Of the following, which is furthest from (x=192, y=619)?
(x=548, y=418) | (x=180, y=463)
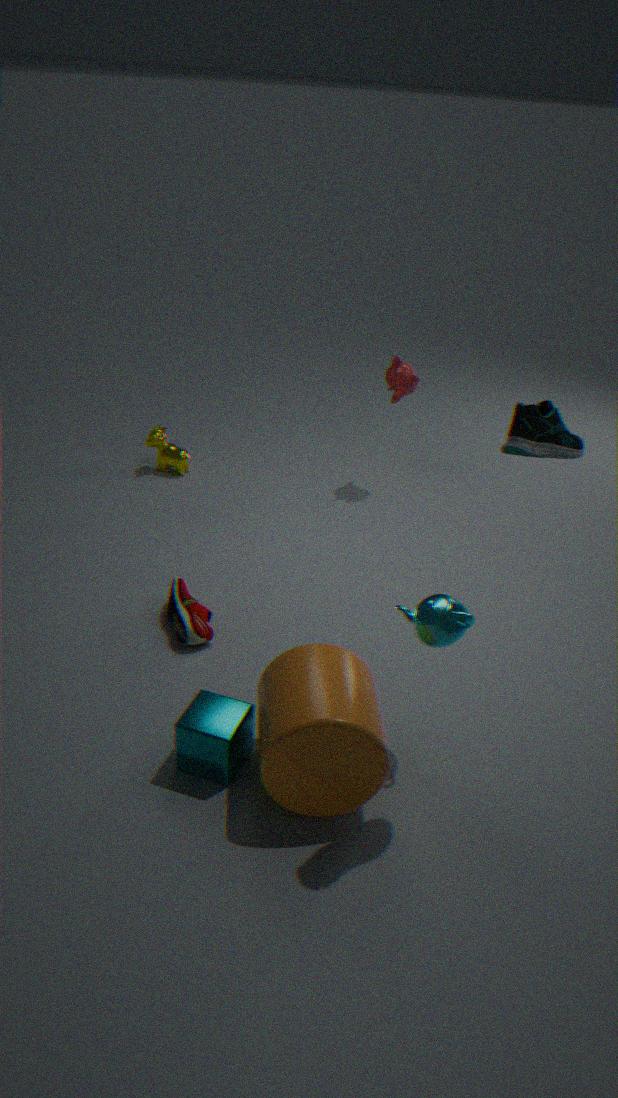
(x=548, y=418)
